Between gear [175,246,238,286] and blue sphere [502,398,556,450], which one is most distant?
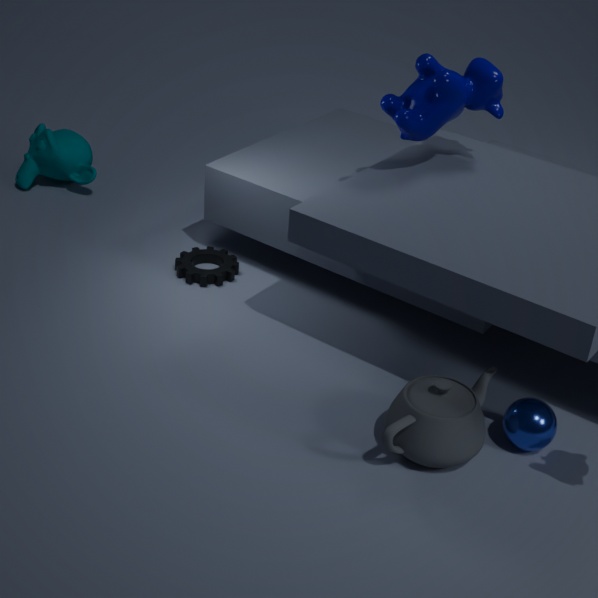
gear [175,246,238,286]
